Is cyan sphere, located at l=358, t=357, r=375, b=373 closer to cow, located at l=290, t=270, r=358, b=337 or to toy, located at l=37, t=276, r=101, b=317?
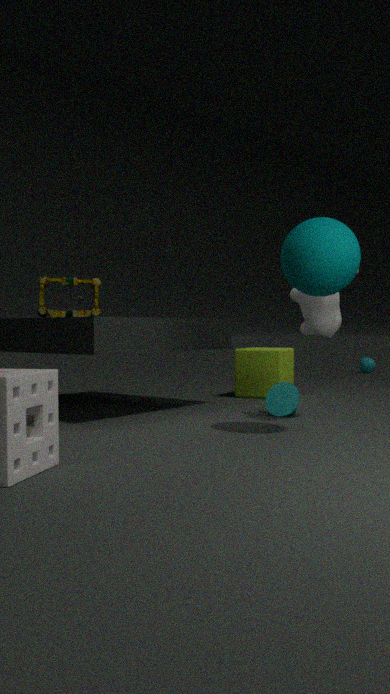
cow, located at l=290, t=270, r=358, b=337
